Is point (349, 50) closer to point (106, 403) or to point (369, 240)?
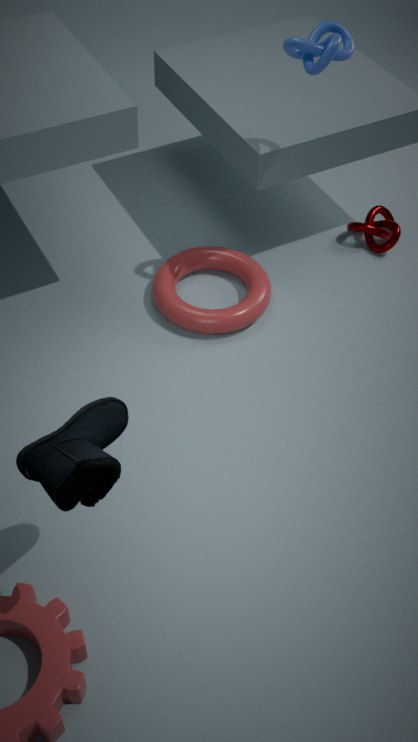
point (369, 240)
